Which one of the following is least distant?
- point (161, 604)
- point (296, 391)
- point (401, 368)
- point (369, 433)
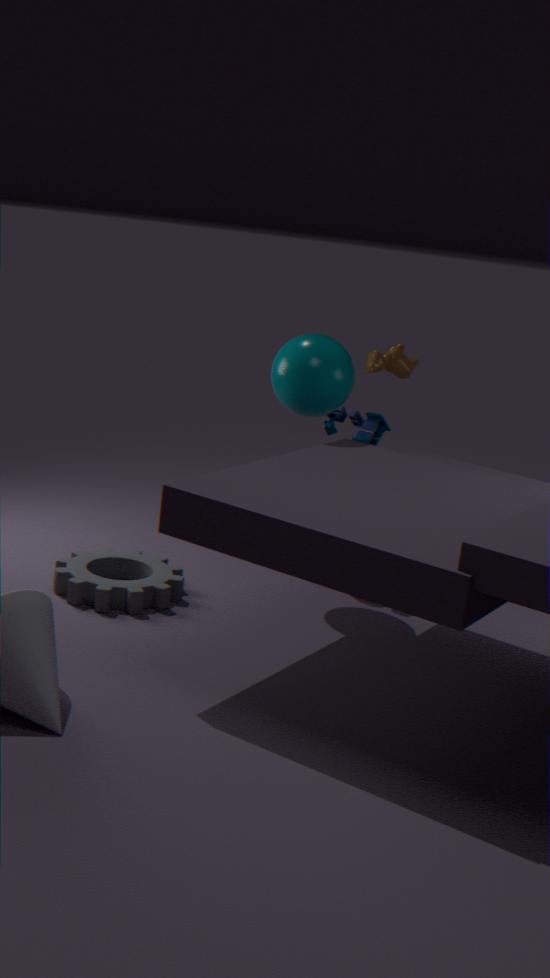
point (161, 604)
